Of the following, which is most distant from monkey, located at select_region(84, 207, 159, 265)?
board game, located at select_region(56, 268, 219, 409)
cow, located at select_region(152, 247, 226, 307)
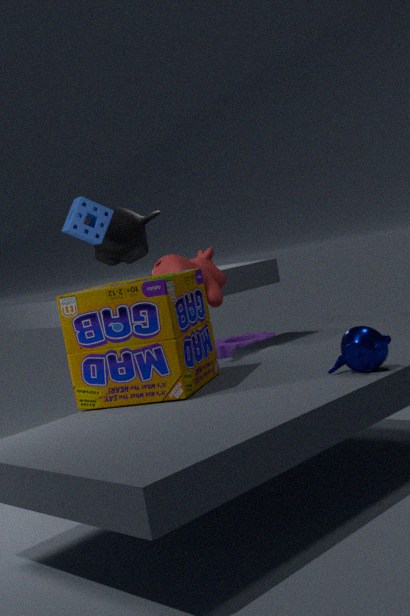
board game, located at select_region(56, 268, 219, 409)
